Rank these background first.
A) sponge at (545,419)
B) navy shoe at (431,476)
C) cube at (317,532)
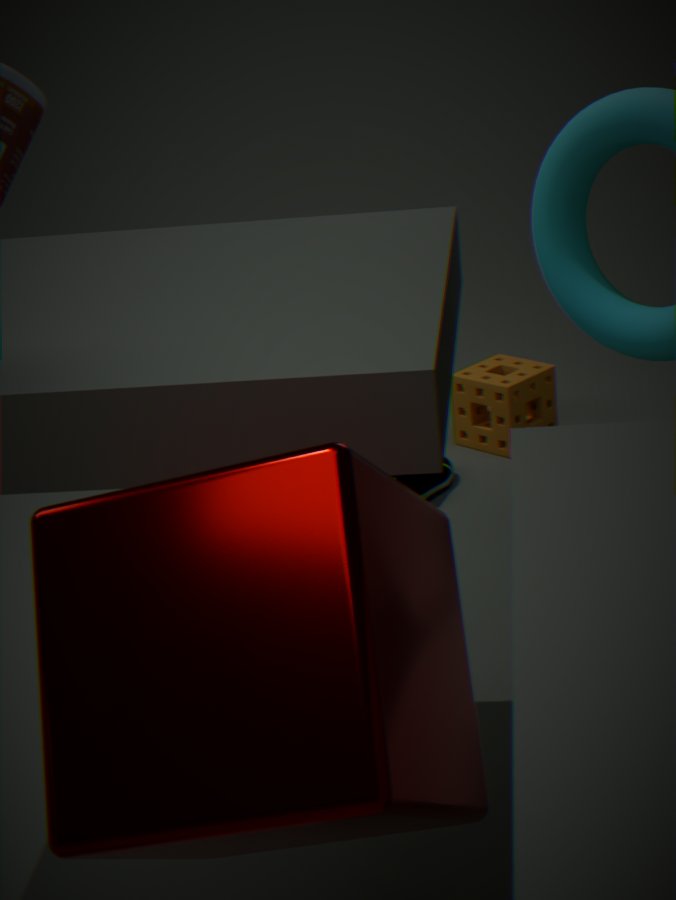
sponge at (545,419) → navy shoe at (431,476) → cube at (317,532)
